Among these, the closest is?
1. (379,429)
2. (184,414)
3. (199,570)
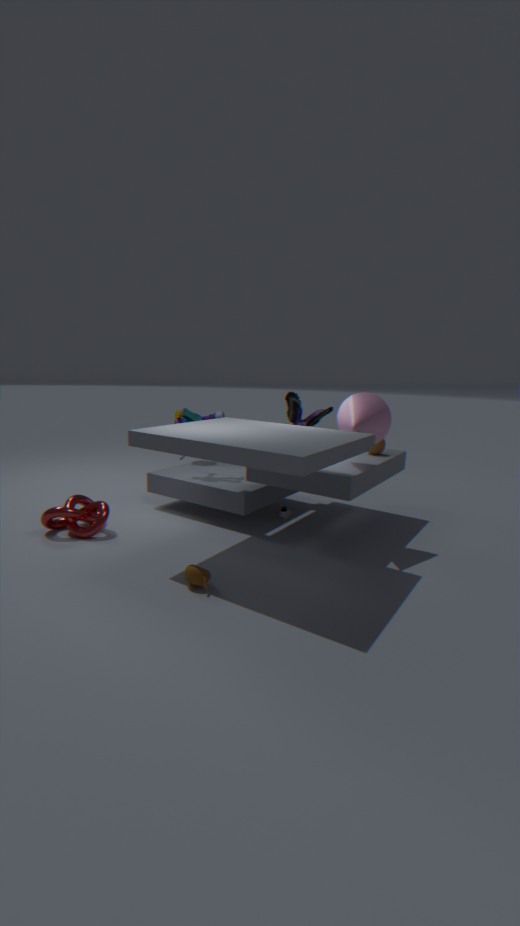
(199,570)
